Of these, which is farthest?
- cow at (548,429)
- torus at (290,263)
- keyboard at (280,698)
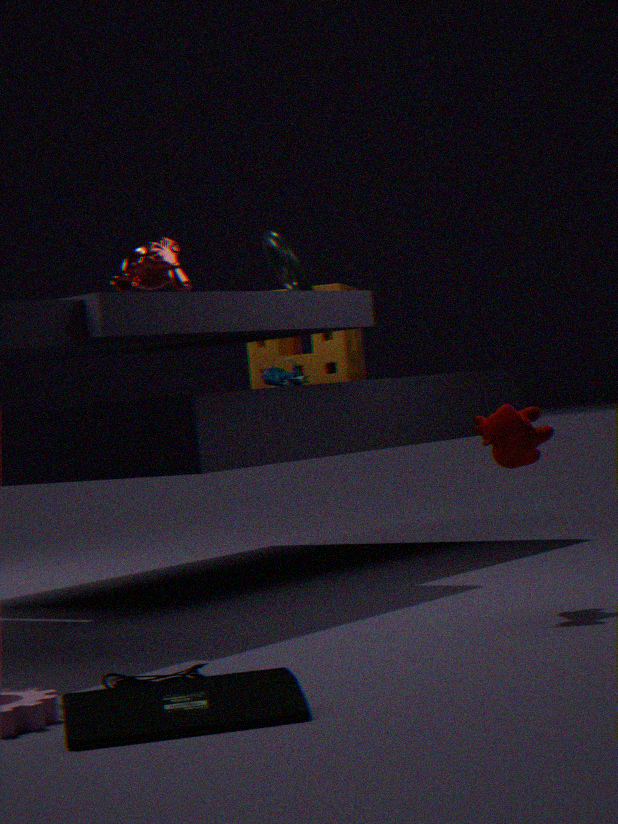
torus at (290,263)
